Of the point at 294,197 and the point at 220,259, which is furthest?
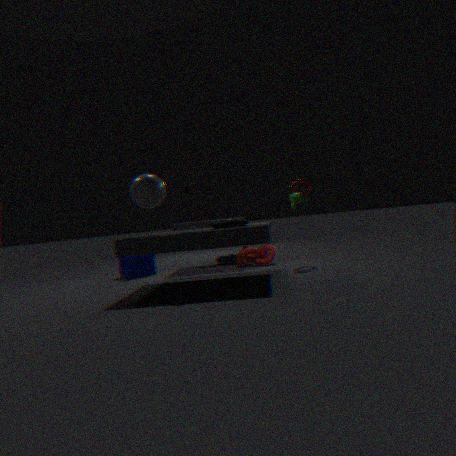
the point at 220,259
